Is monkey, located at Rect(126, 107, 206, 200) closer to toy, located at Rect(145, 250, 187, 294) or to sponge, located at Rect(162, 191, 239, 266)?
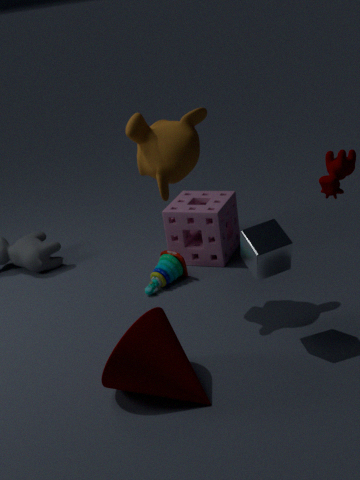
sponge, located at Rect(162, 191, 239, 266)
